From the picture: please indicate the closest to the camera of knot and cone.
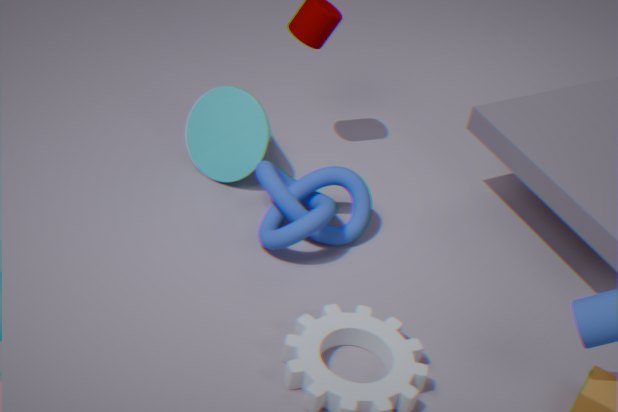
knot
